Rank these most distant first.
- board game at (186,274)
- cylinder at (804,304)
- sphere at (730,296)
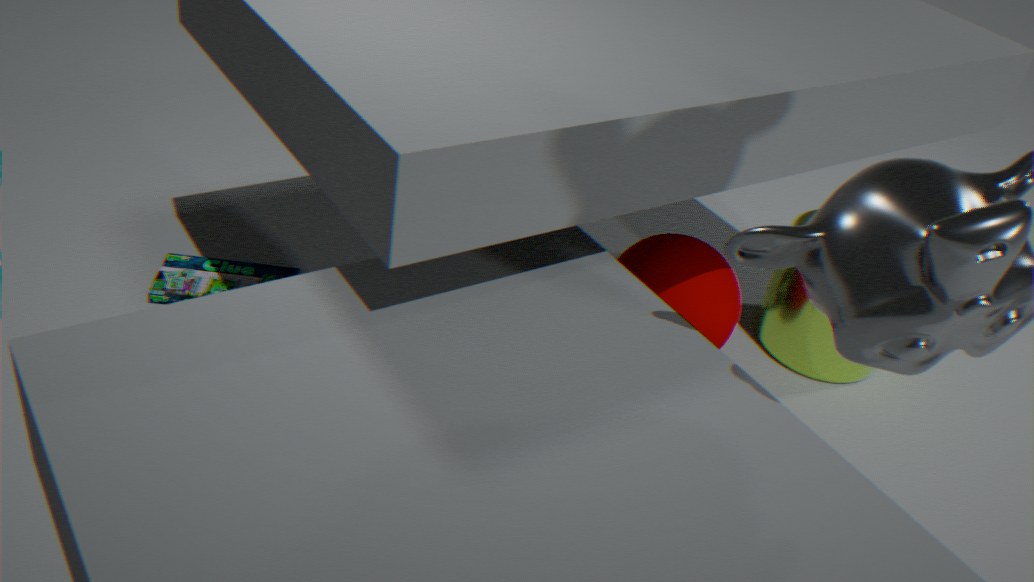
1. cylinder at (804,304)
2. board game at (186,274)
3. sphere at (730,296)
